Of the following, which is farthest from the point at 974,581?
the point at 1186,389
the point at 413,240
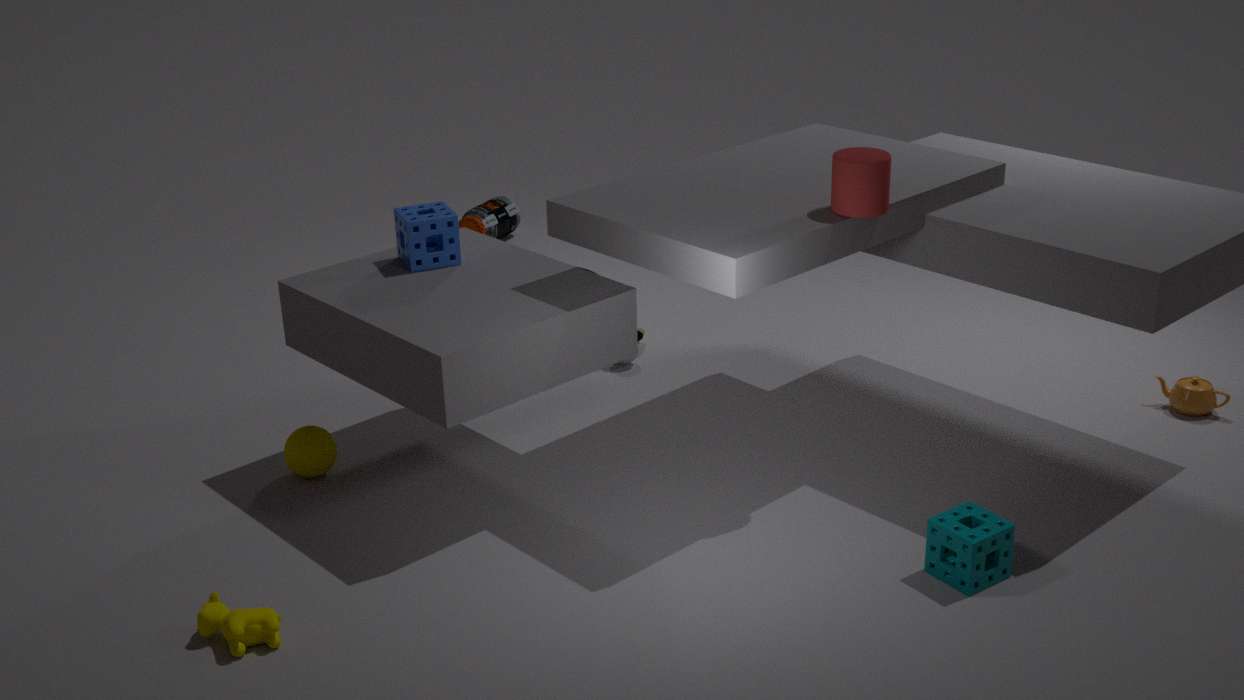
the point at 413,240
